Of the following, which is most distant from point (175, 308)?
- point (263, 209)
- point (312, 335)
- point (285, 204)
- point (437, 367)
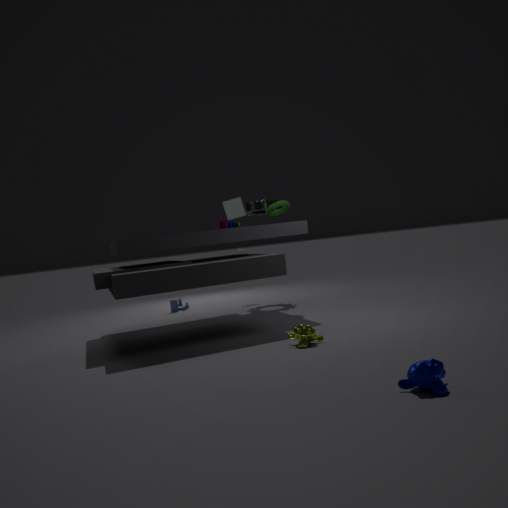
point (437, 367)
